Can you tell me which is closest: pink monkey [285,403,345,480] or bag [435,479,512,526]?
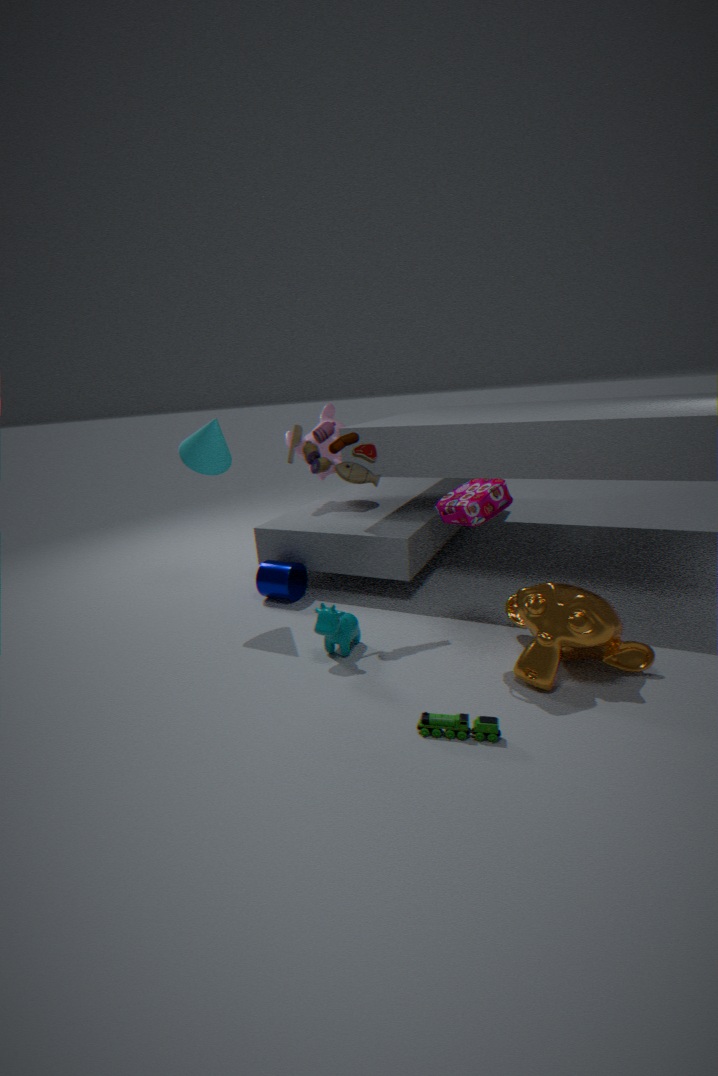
bag [435,479,512,526]
